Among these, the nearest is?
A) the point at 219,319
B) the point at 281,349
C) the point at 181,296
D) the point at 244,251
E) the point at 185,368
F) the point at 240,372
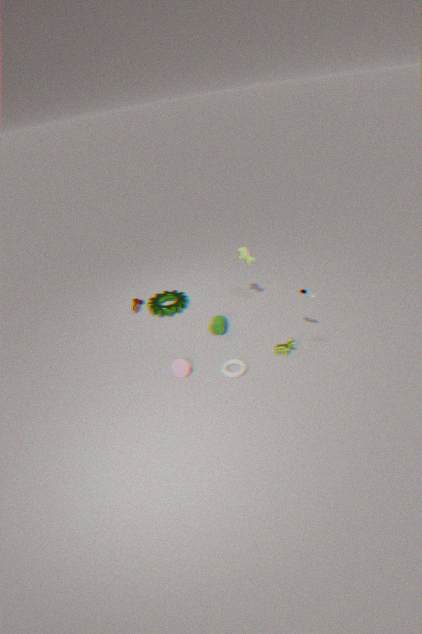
the point at 240,372
